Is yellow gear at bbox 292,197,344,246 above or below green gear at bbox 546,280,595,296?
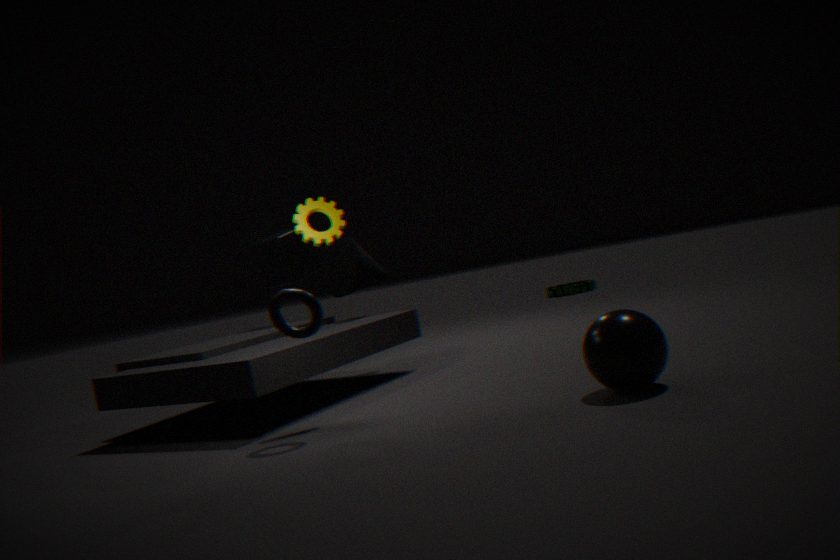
above
